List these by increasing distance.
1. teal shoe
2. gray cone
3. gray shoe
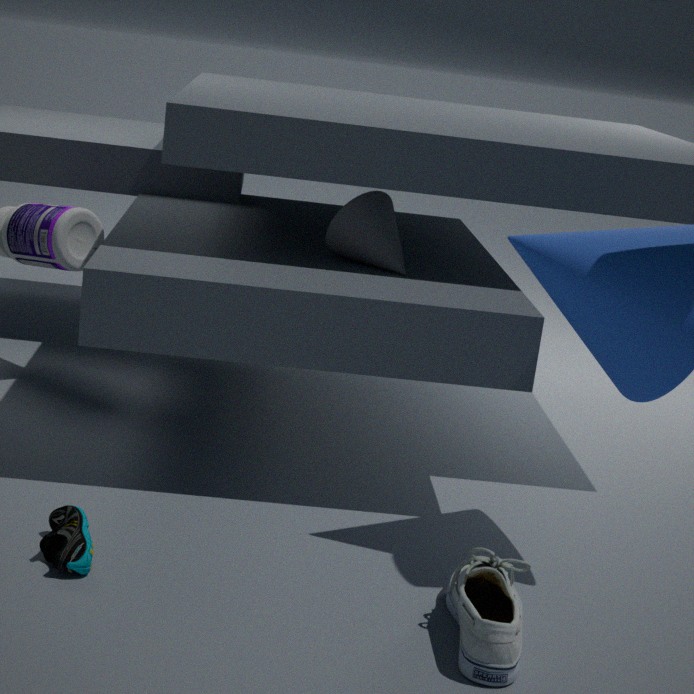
gray shoe
teal shoe
gray cone
